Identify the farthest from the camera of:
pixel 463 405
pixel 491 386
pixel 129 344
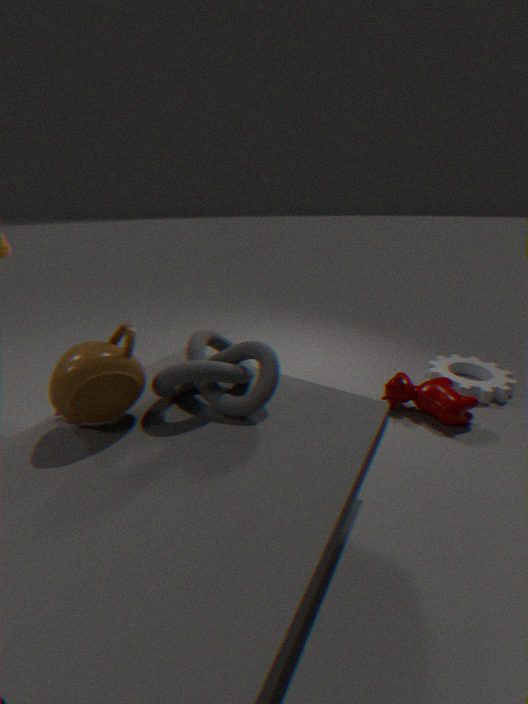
pixel 491 386
